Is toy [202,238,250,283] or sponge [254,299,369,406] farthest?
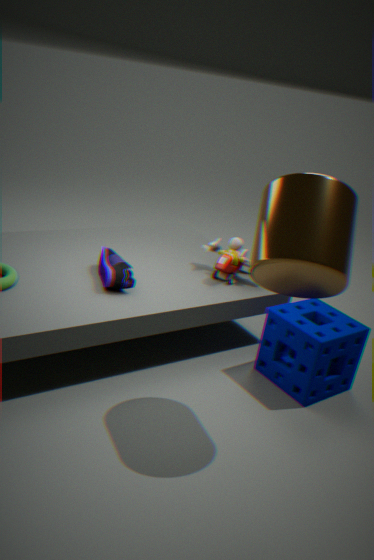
toy [202,238,250,283]
